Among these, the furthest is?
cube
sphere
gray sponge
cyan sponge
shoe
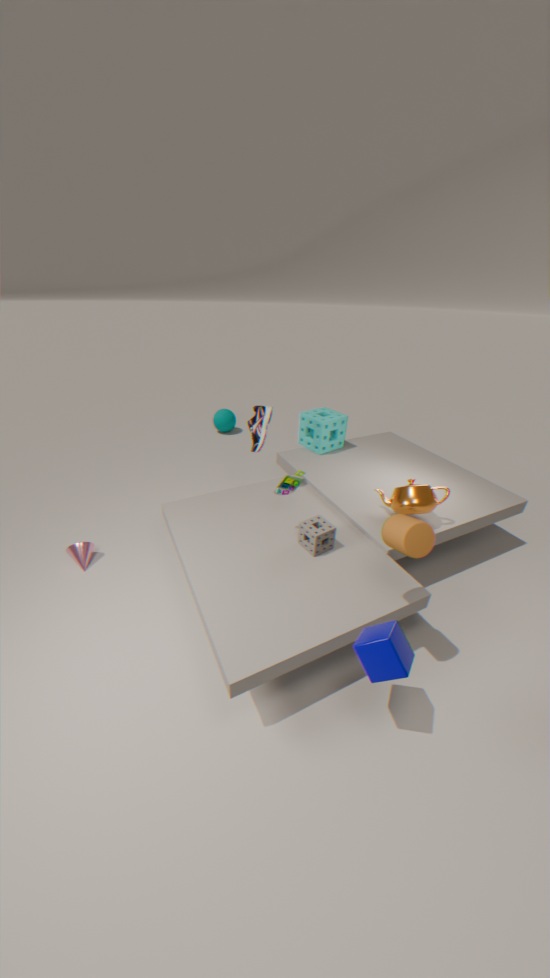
sphere
